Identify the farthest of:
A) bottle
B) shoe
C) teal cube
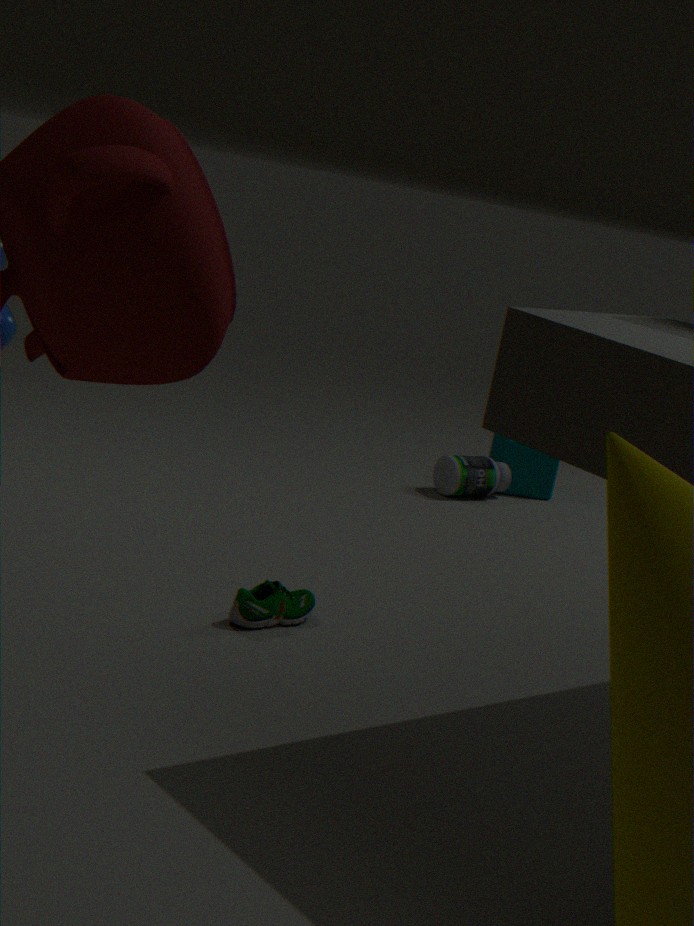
teal cube
